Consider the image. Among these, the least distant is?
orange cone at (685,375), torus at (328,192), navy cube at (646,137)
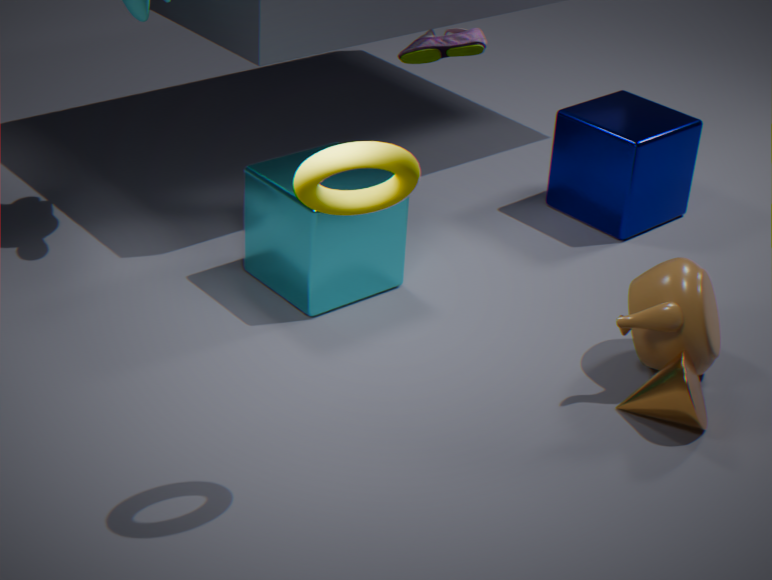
torus at (328,192)
